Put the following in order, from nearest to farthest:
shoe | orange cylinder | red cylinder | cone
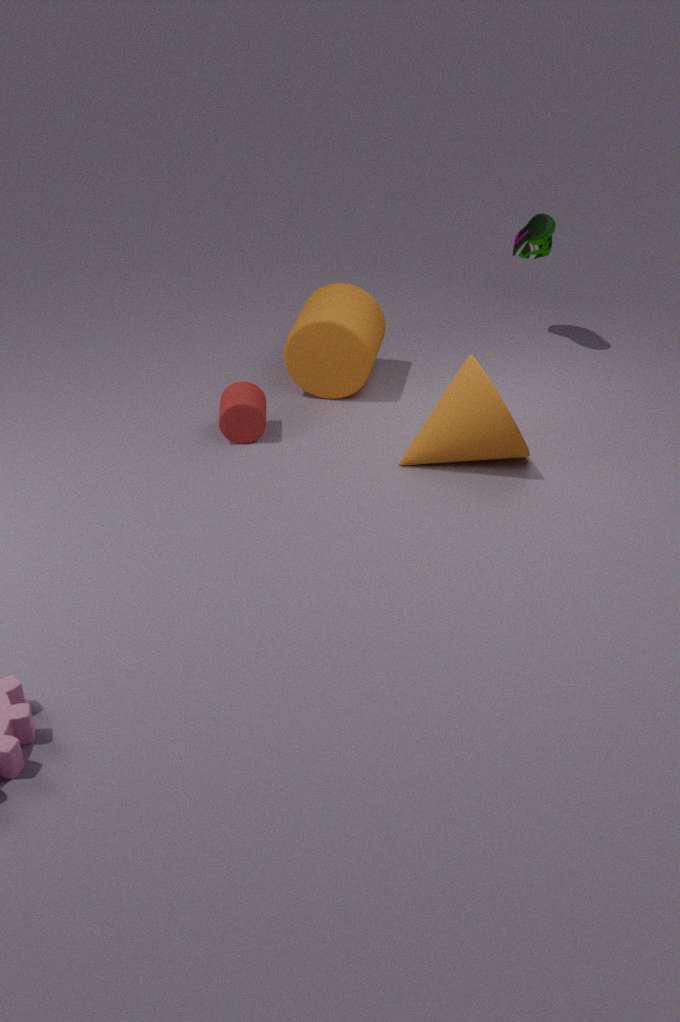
cone < red cylinder < orange cylinder < shoe
